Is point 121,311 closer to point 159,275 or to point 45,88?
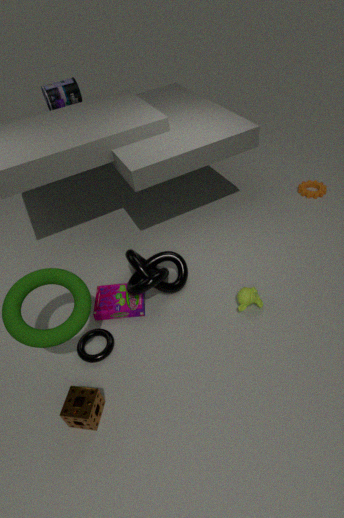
point 159,275
